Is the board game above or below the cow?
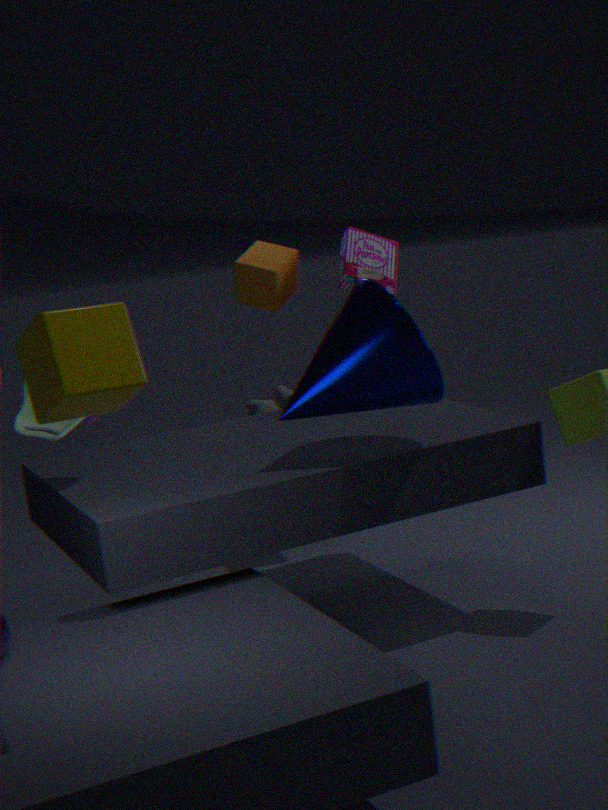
above
